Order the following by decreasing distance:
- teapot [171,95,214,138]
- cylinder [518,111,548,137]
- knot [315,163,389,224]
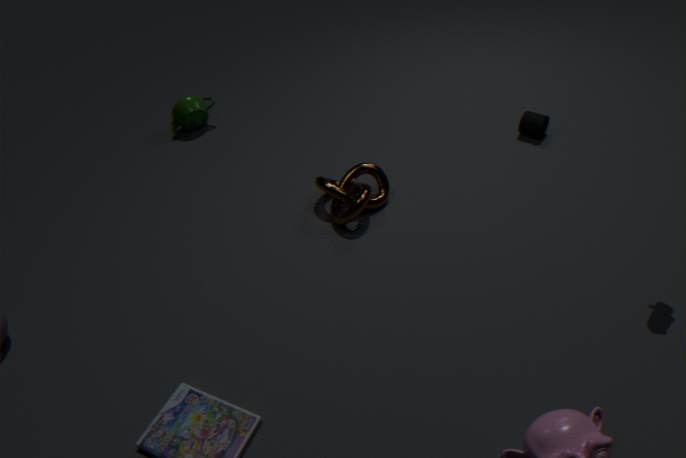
1. teapot [171,95,214,138]
2. cylinder [518,111,548,137]
3. knot [315,163,389,224]
